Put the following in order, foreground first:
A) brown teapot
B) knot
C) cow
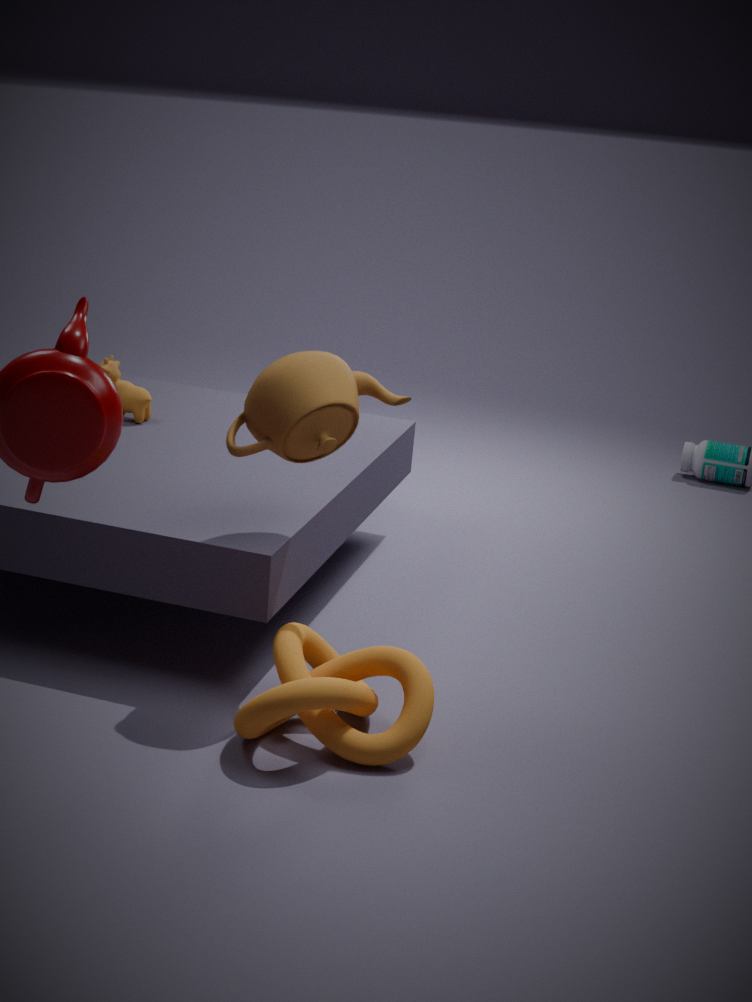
1. knot
2. brown teapot
3. cow
